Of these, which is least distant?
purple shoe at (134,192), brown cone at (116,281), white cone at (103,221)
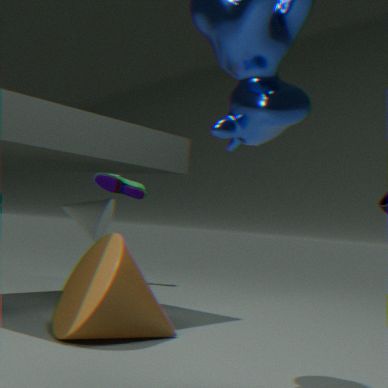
brown cone at (116,281)
